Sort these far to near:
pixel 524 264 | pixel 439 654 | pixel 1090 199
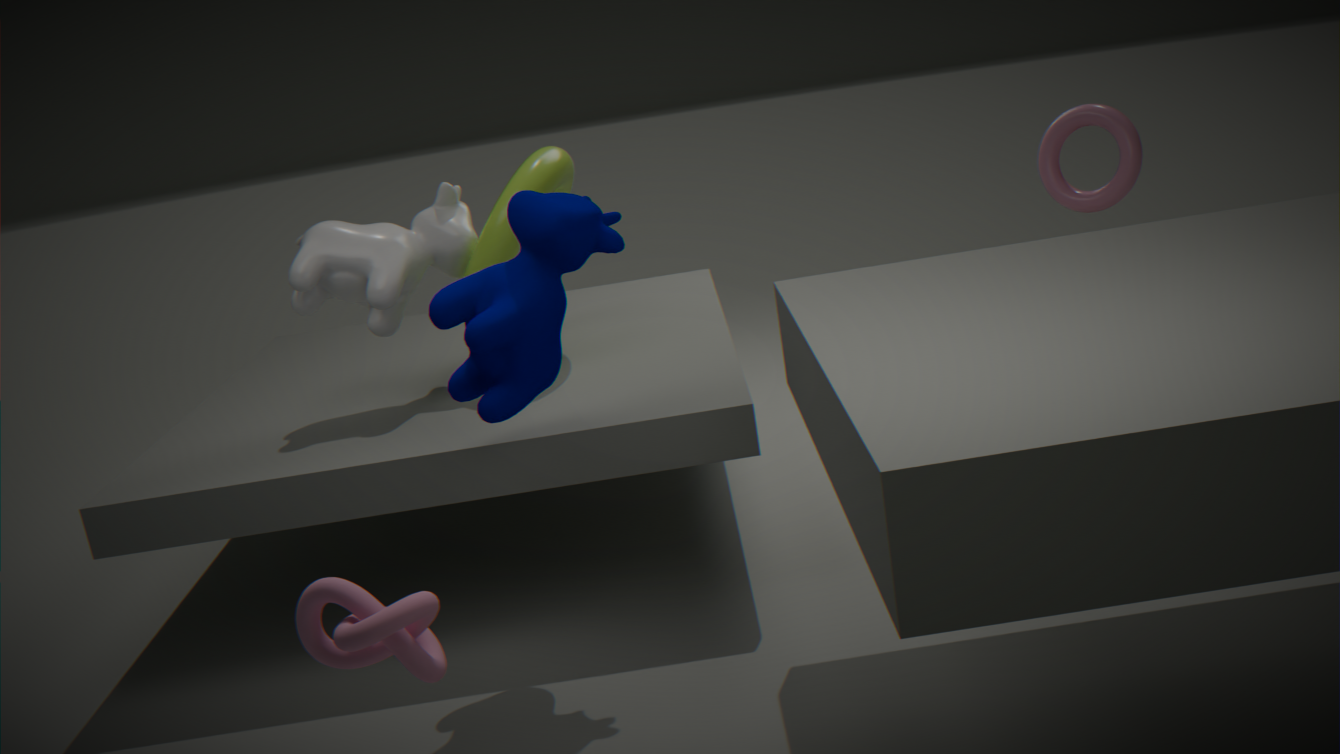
pixel 1090 199
pixel 524 264
pixel 439 654
